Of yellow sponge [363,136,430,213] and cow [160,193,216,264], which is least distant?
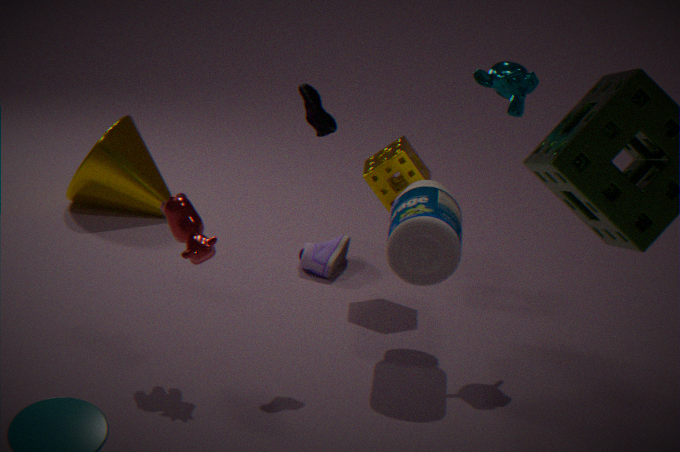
cow [160,193,216,264]
